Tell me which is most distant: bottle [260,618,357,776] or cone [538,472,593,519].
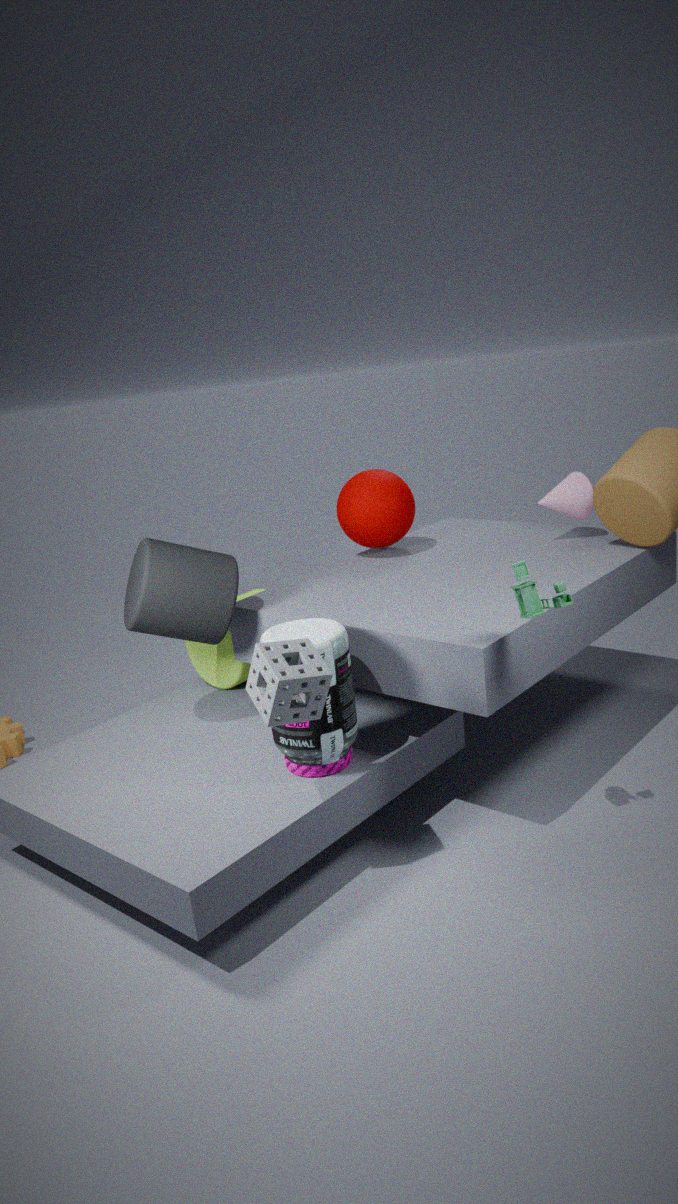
cone [538,472,593,519]
